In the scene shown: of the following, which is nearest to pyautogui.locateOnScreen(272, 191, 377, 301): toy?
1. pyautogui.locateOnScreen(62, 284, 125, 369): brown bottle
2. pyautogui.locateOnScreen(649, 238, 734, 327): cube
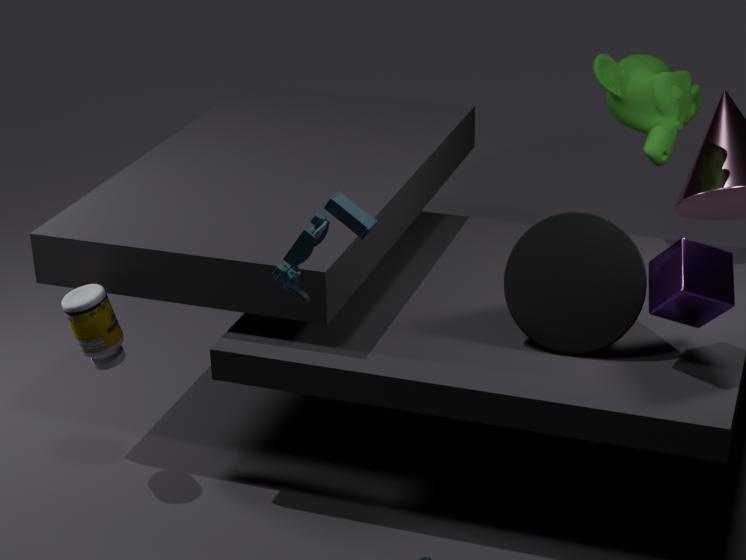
pyautogui.locateOnScreen(62, 284, 125, 369): brown bottle
